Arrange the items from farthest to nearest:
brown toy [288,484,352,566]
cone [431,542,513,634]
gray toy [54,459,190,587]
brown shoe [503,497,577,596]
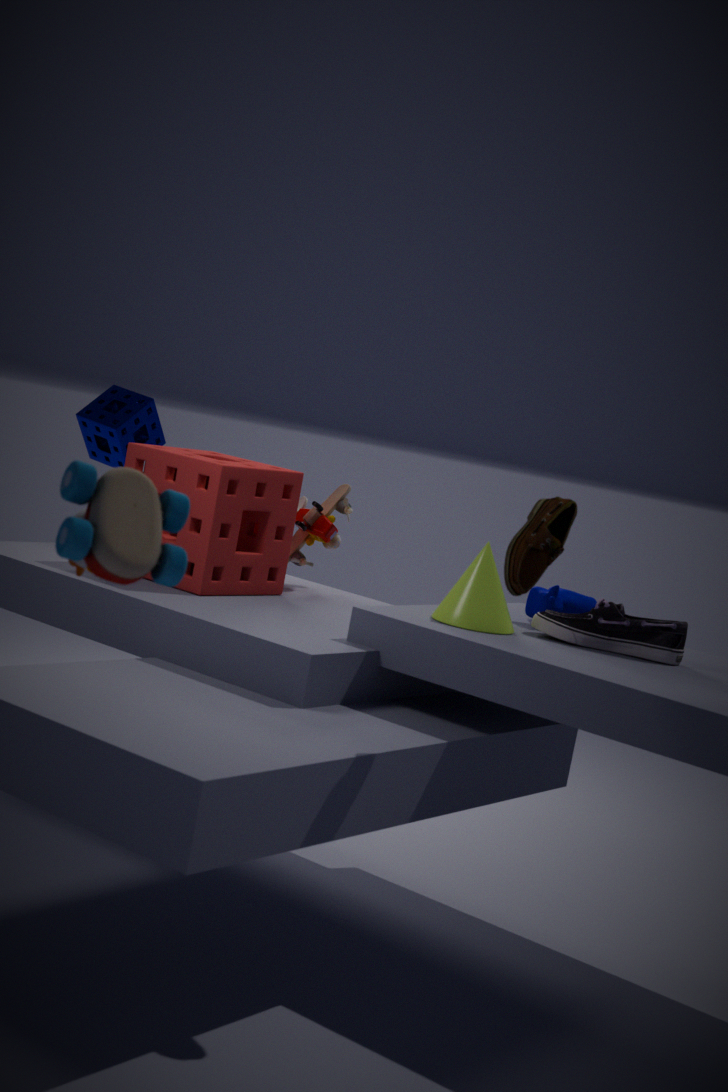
brown toy [288,484,352,566] → cone [431,542,513,634] → brown shoe [503,497,577,596] → gray toy [54,459,190,587]
